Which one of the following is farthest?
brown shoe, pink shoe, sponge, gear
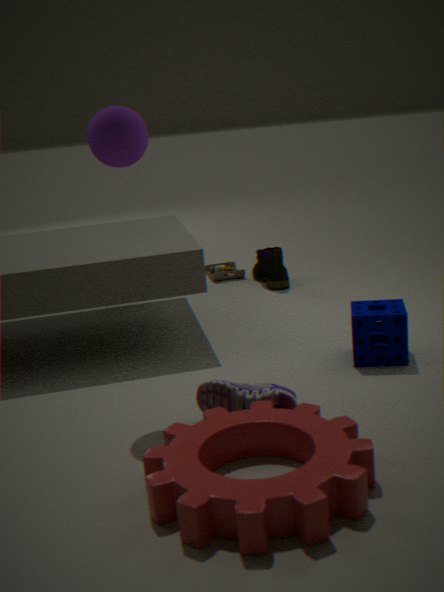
brown shoe
